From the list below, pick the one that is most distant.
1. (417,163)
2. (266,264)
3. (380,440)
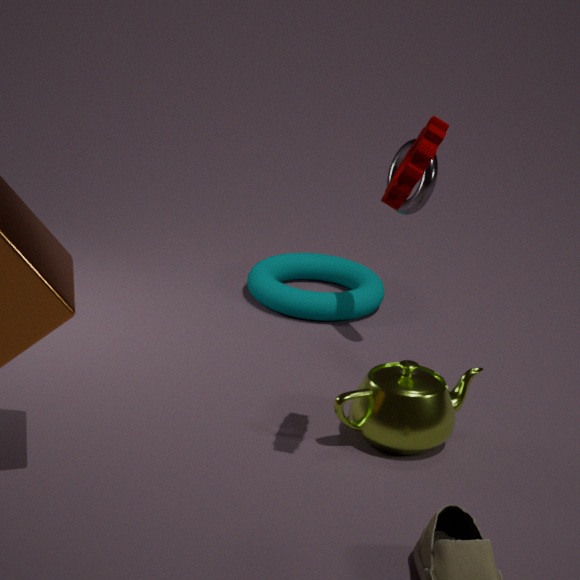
(266,264)
